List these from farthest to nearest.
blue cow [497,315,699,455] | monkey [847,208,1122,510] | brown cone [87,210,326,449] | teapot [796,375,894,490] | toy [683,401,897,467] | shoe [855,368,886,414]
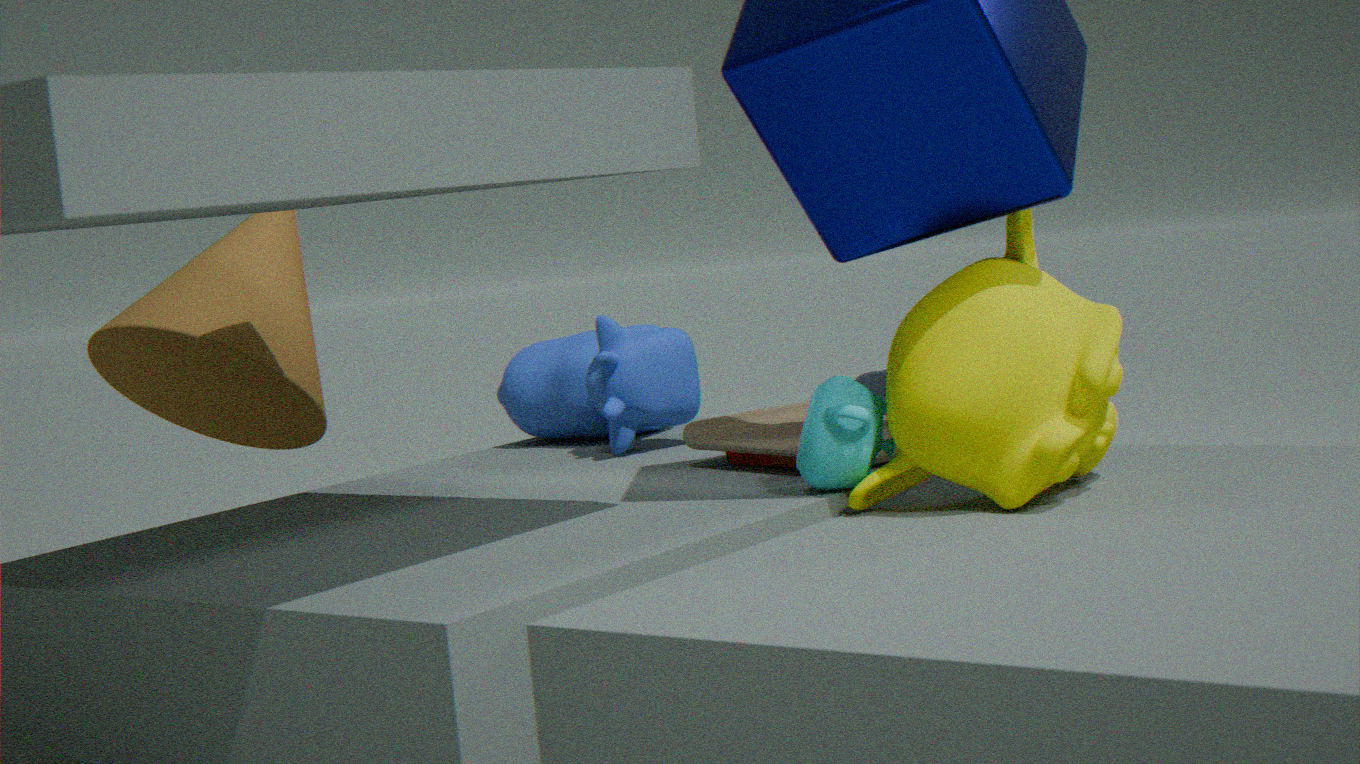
blue cow [497,315,699,455] → shoe [855,368,886,414] → brown cone [87,210,326,449] → toy [683,401,897,467] → teapot [796,375,894,490] → monkey [847,208,1122,510]
